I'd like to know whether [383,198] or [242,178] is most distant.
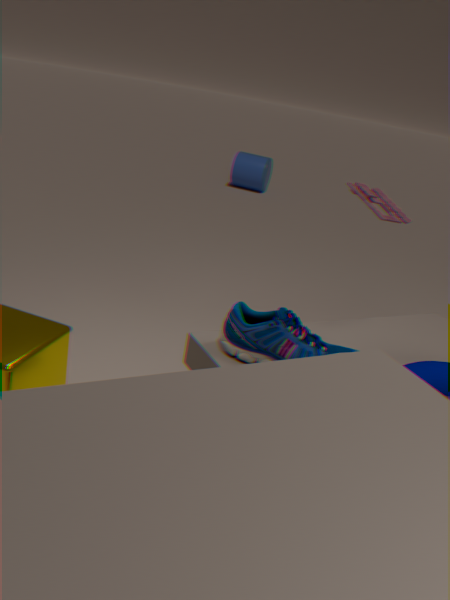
[242,178]
